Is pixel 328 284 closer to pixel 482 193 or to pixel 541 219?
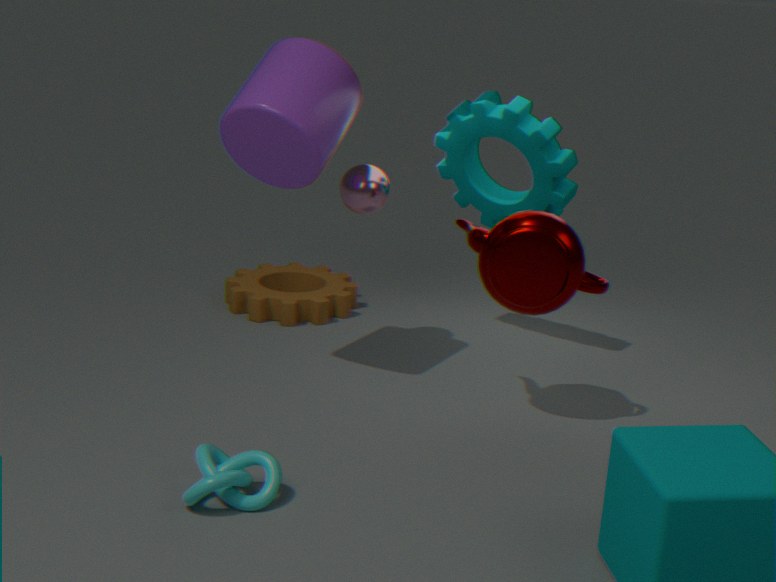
pixel 482 193
